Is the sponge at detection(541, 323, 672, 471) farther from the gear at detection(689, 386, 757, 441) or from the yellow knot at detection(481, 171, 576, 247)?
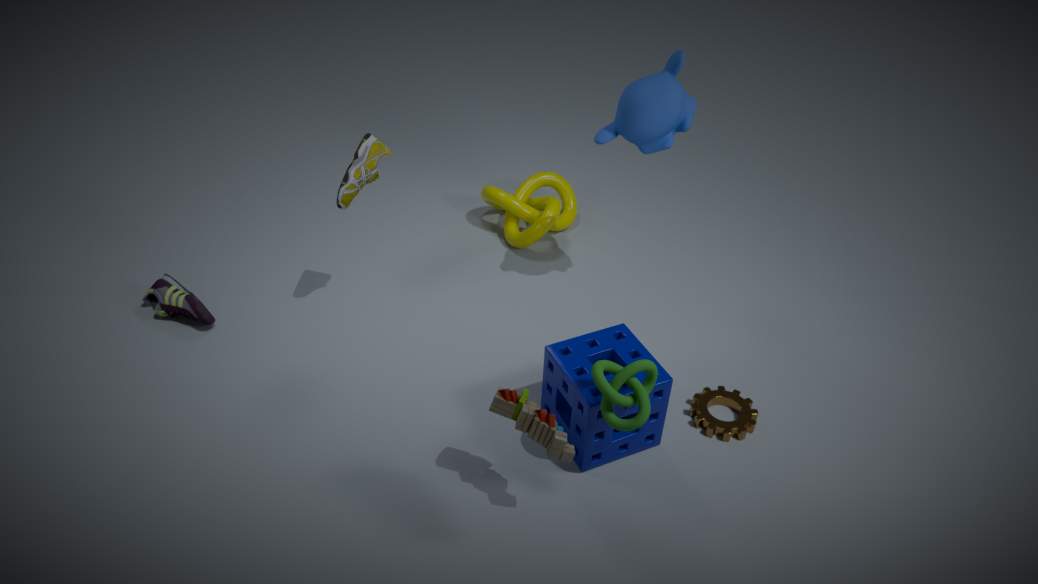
the yellow knot at detection(481, 171, 576, 247)
